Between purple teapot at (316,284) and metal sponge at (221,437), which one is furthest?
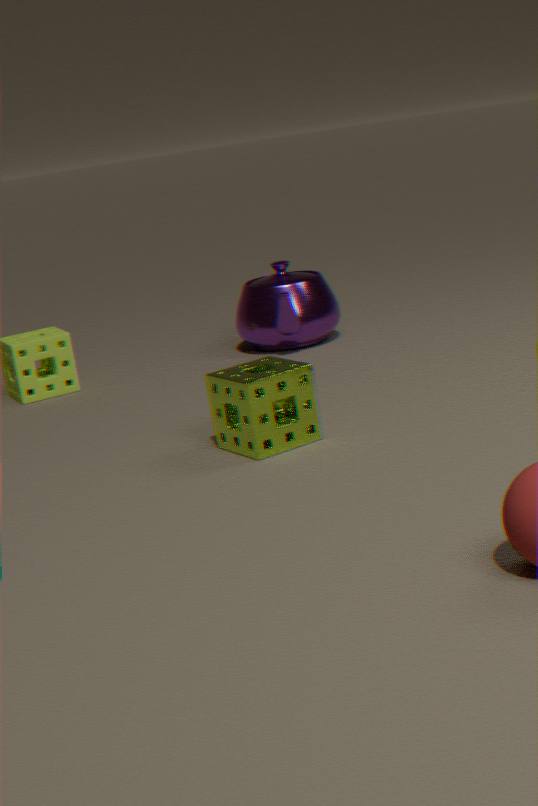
purple teapot at (316,284)
